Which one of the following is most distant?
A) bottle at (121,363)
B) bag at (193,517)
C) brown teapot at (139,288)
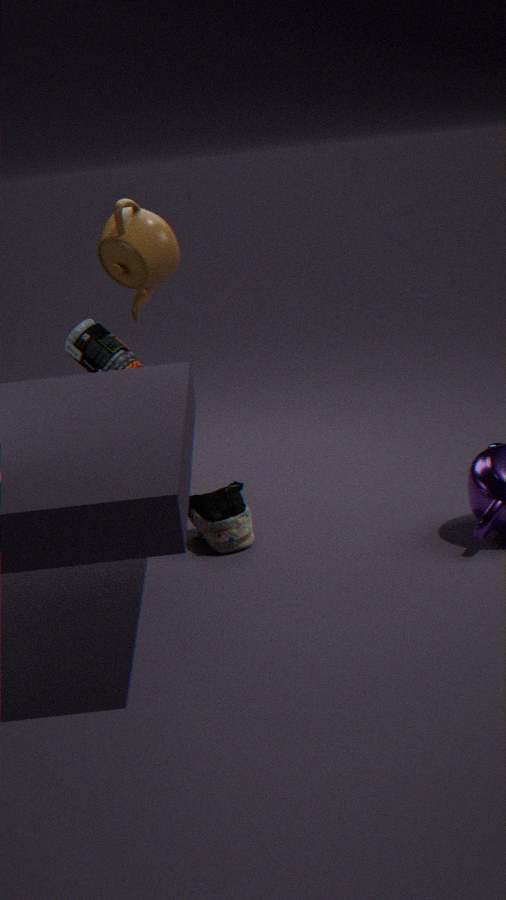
bottle at (121,363)
